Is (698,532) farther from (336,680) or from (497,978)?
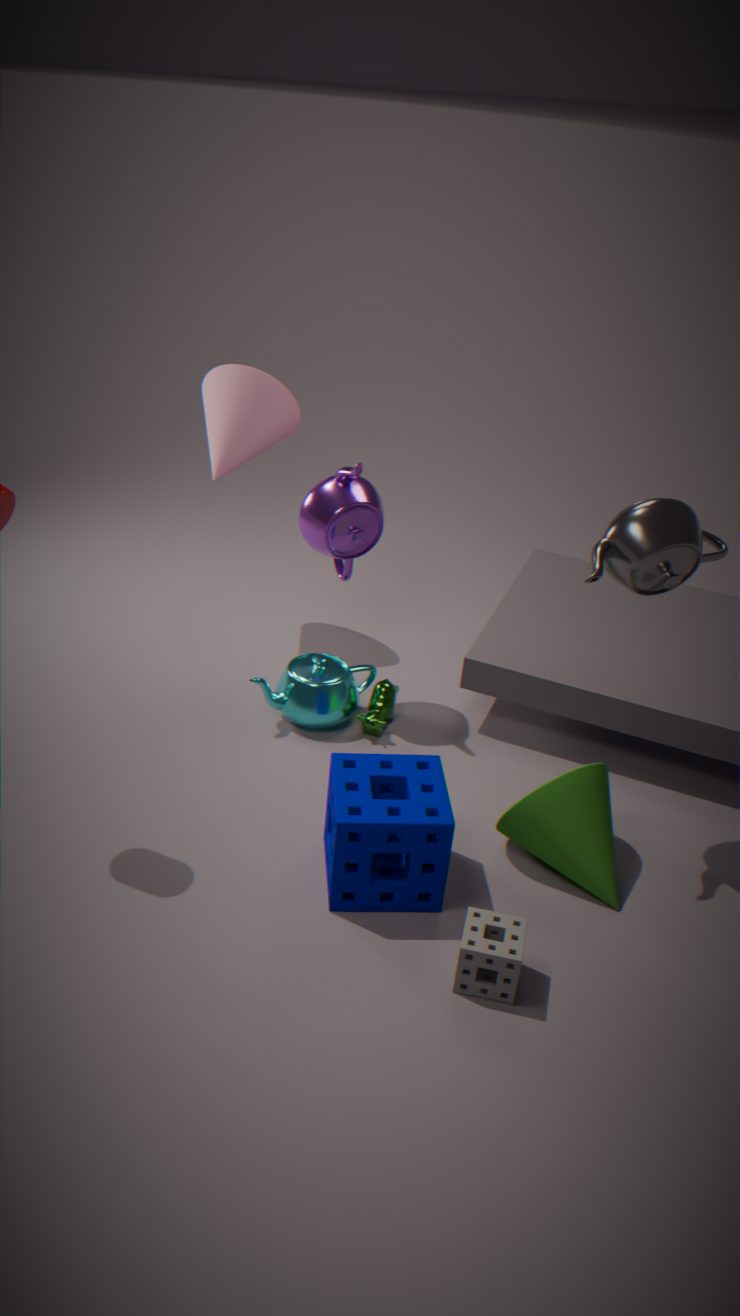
(336,680)
